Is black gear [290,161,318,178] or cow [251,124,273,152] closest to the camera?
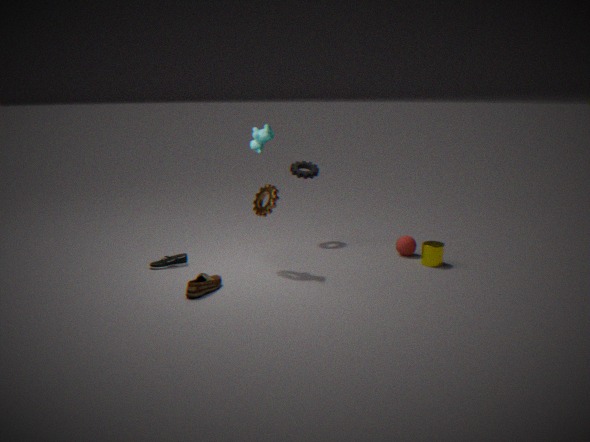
cow [251,124,273,152]
